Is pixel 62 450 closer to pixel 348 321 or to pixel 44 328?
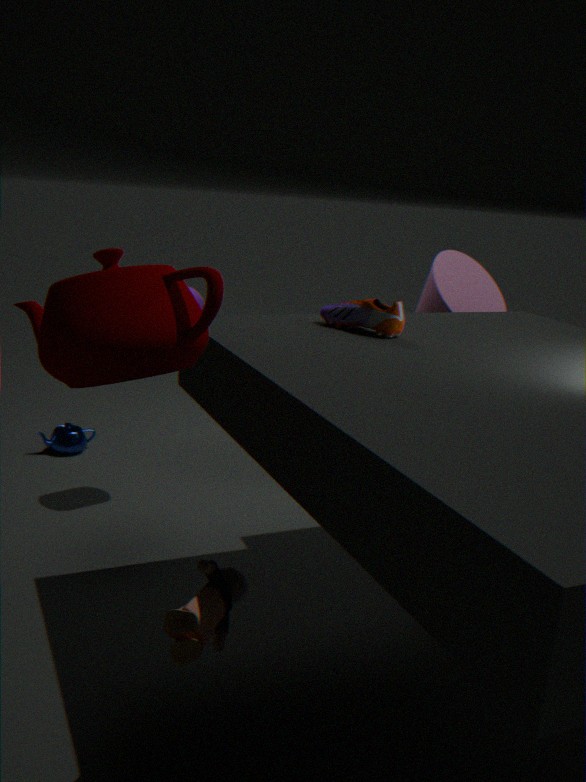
pixel 348 321
